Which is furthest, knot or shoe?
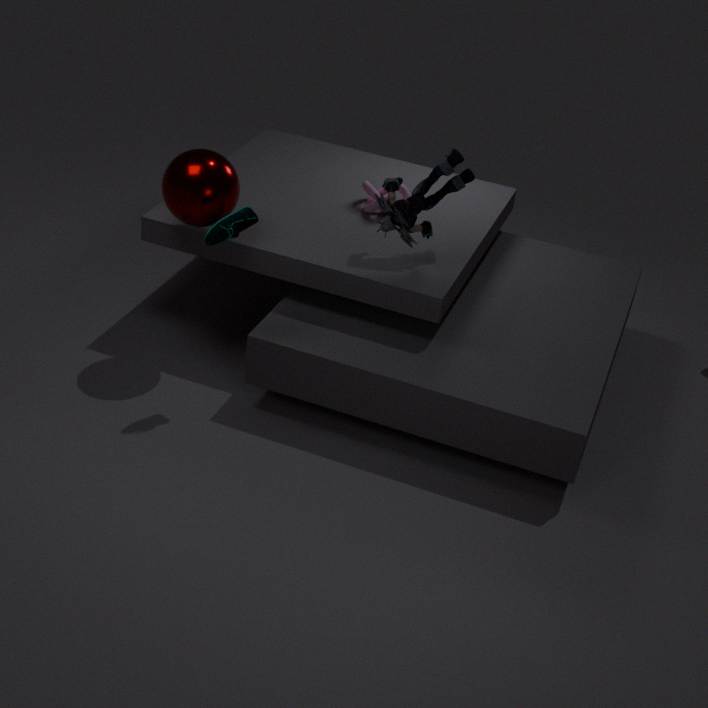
knot
